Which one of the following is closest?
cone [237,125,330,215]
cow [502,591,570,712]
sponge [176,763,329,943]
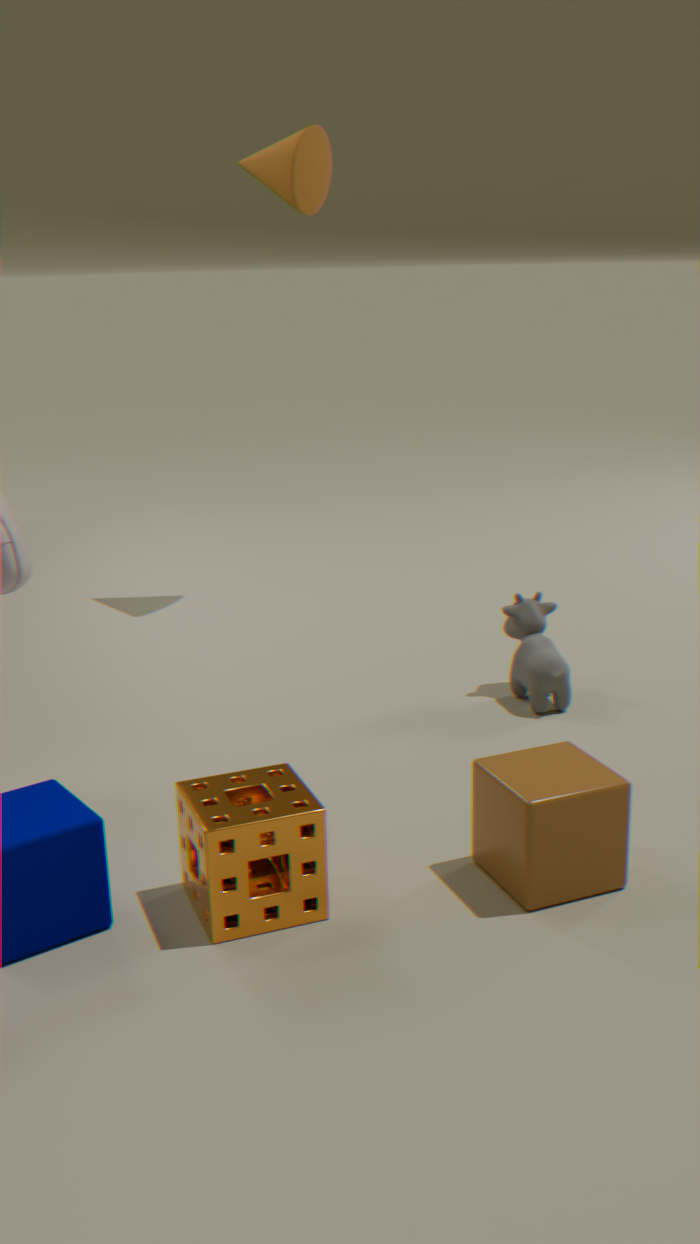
sponge [176,763,329,943]
